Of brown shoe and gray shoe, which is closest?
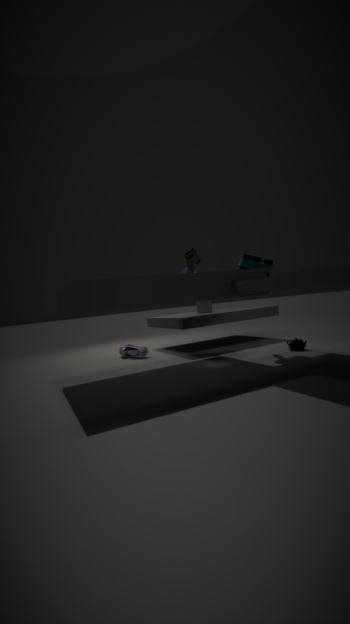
brown shoe
